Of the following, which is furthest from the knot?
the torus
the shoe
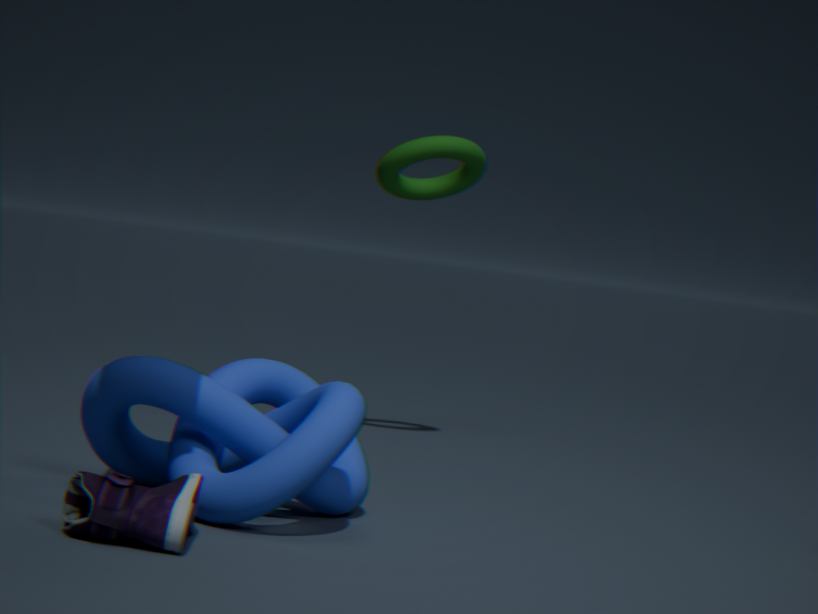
the torus
